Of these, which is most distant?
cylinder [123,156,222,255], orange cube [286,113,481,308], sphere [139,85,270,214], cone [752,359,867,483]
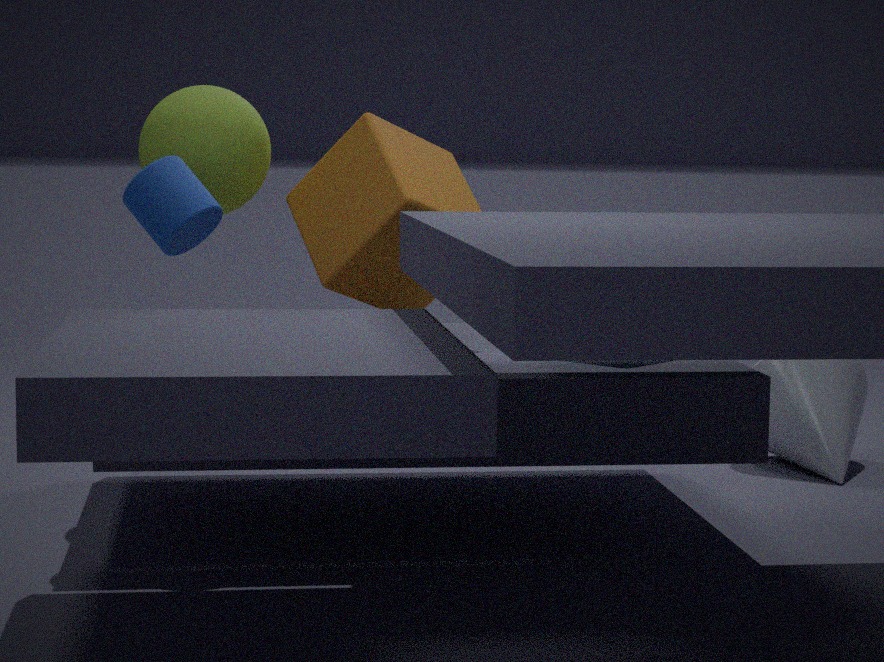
cone [752,359,867,483]
